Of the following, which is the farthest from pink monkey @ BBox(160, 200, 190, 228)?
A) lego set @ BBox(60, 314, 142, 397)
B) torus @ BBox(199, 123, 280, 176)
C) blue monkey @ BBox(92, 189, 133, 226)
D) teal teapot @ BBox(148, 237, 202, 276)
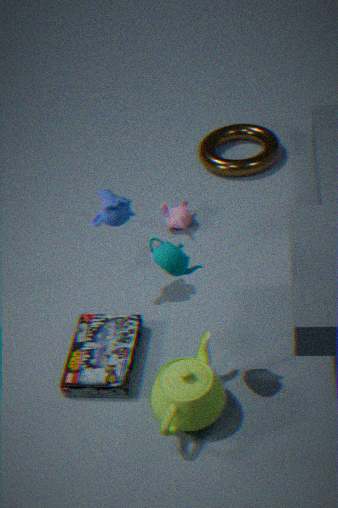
teal teapot @ BBox(148, 237, 202, 276)
